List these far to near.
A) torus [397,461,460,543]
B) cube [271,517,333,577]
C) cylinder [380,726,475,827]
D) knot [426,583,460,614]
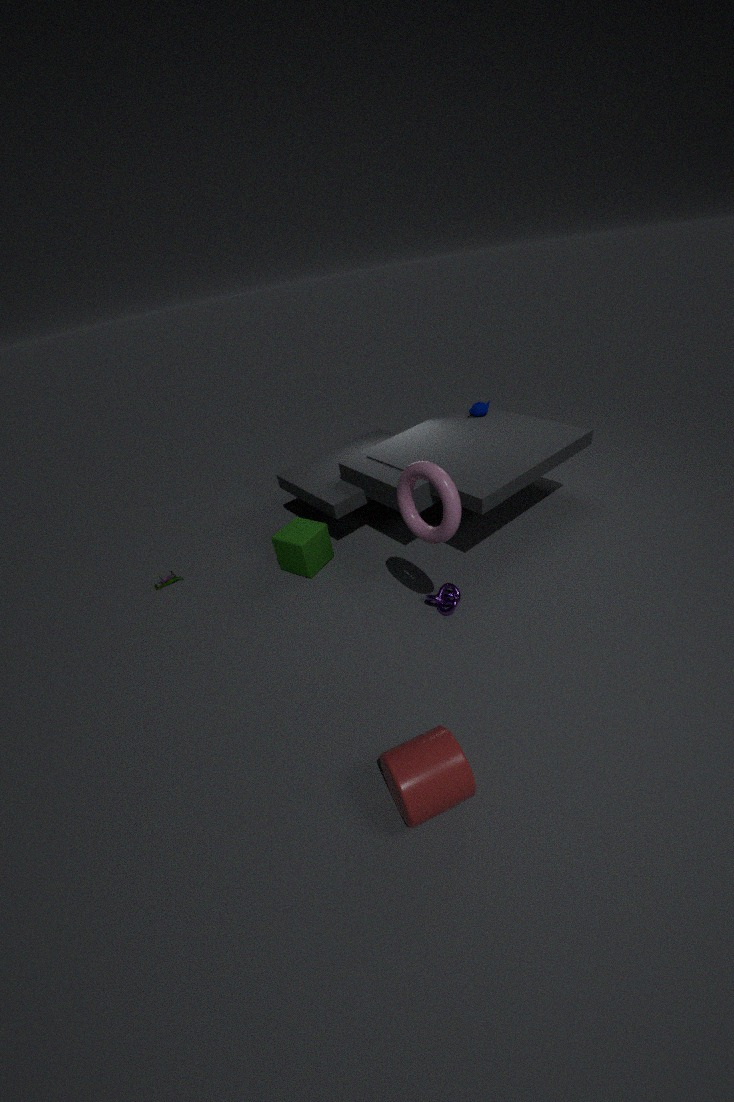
cube [271,517,333,577] → knot [426,583,460,614] → torus [397,461,460,543] → cylinder [380,726,475,827]
